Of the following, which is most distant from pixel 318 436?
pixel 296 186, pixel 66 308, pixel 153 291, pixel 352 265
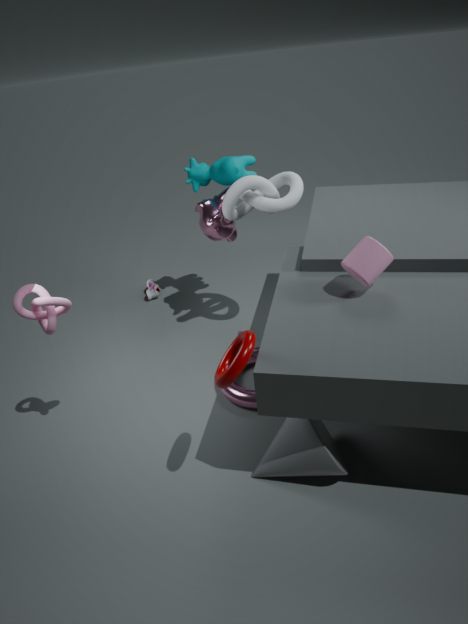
pixel 153 291
